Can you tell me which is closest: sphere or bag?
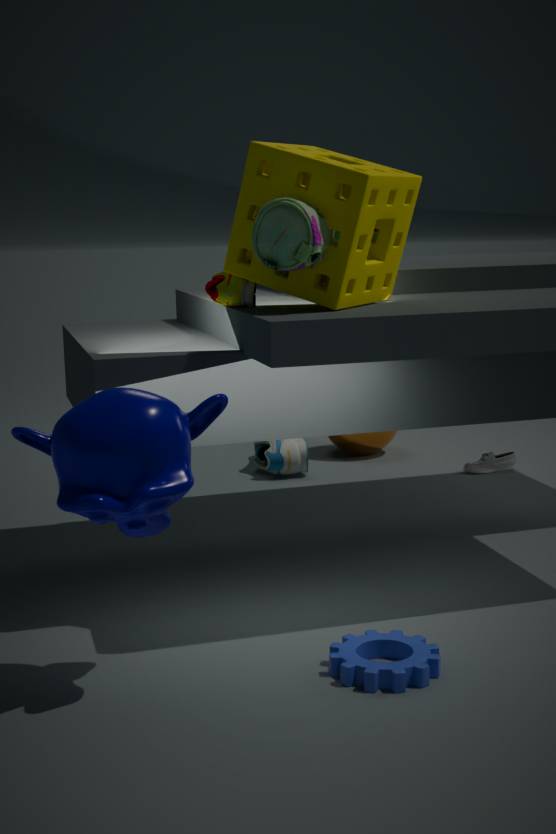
bag
